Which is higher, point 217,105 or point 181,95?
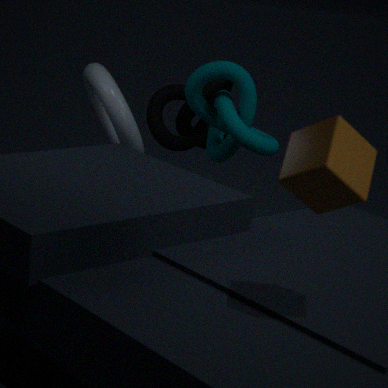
point 217,105
